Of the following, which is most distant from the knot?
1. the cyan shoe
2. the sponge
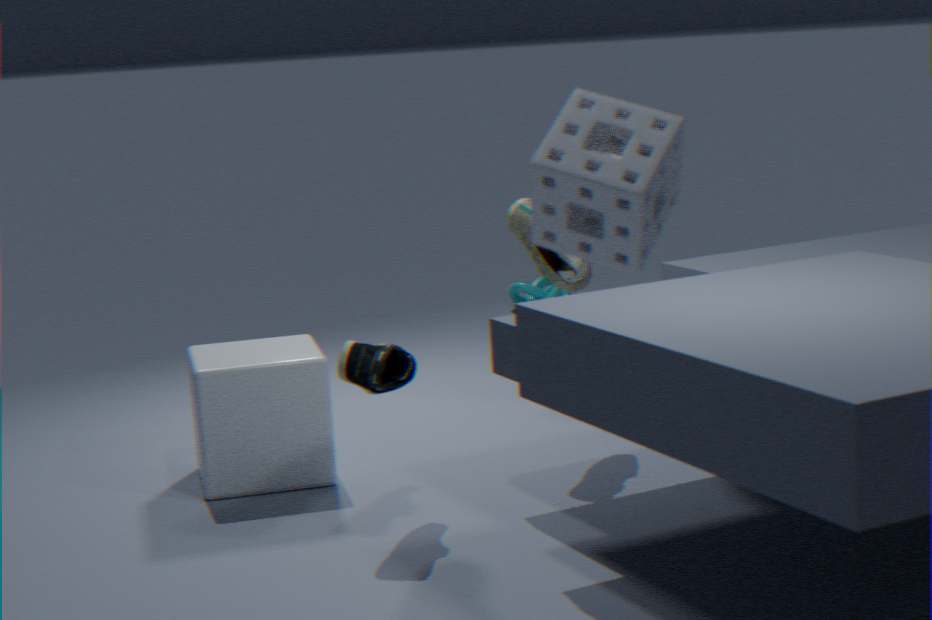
the sponge
